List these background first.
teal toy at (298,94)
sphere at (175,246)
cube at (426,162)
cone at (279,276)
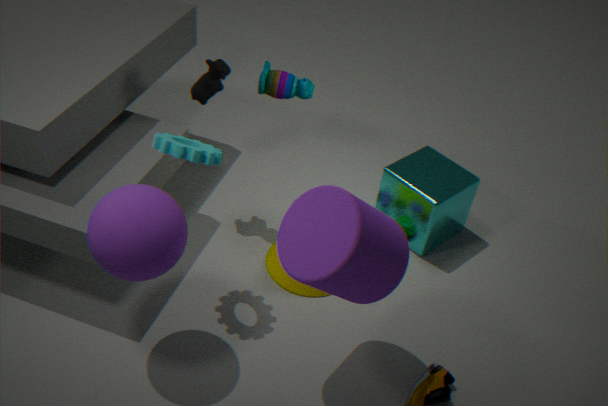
cube at (426,162) → teal toy at (298,94) → cone at (279,276) → sphere at (175,246)
